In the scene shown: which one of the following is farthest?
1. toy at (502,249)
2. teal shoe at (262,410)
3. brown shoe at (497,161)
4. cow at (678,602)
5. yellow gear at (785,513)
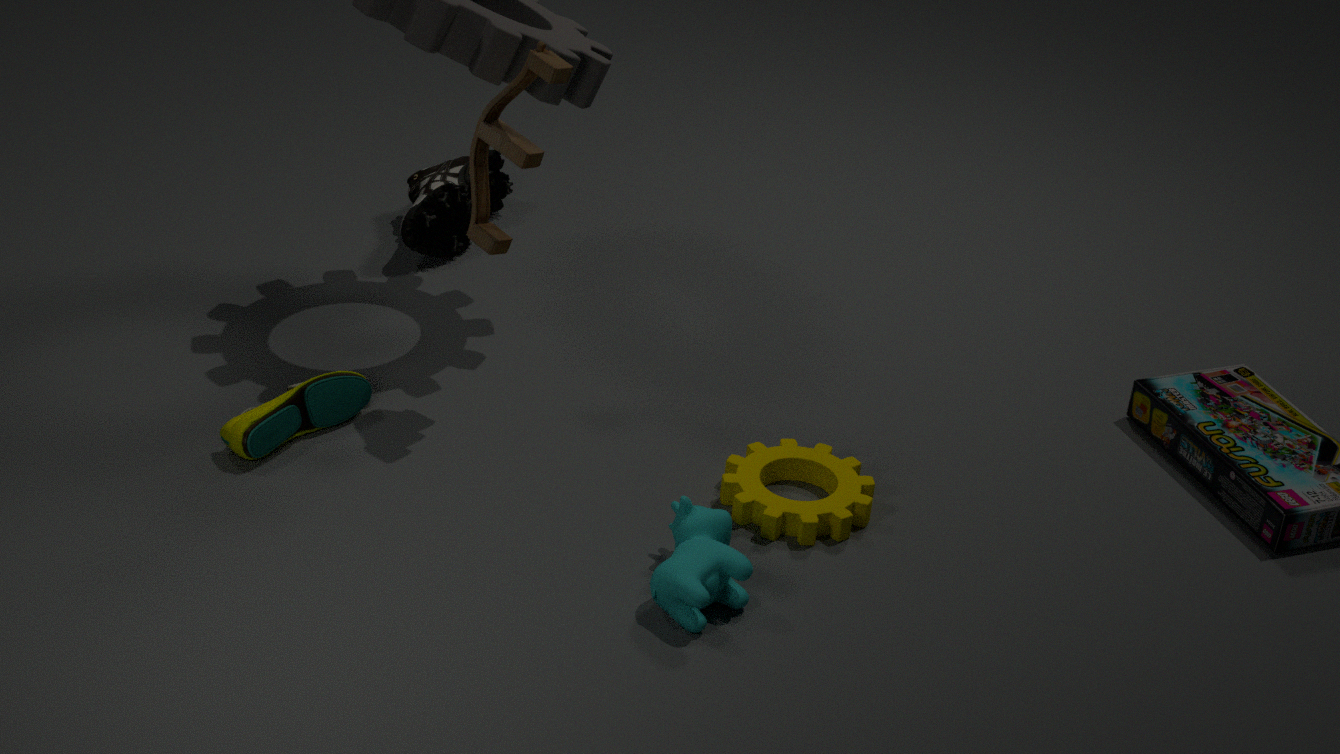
brown shoe at (497,161)
